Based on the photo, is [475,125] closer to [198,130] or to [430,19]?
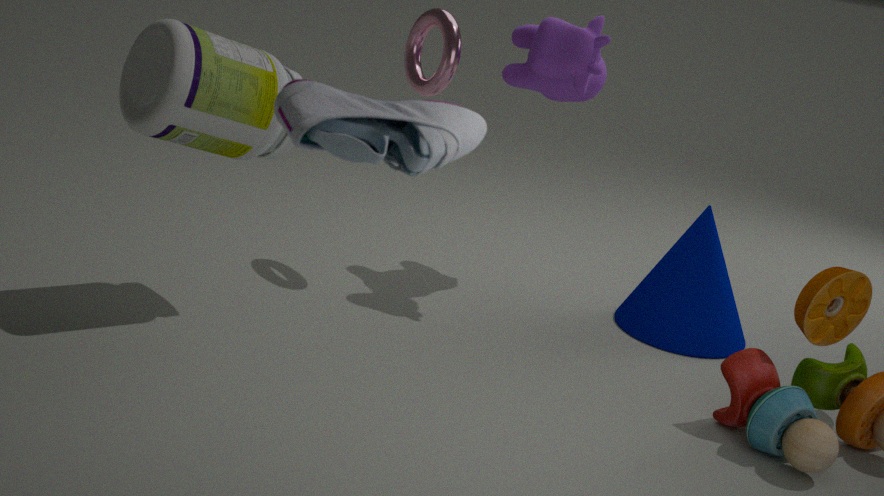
[198,130]
